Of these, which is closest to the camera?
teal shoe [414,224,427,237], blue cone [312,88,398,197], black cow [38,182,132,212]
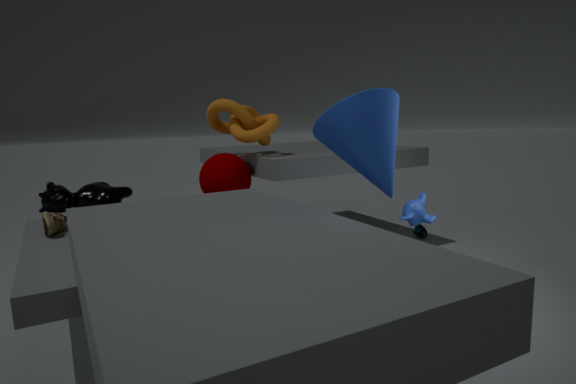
blue cone [312,88,398,197]
